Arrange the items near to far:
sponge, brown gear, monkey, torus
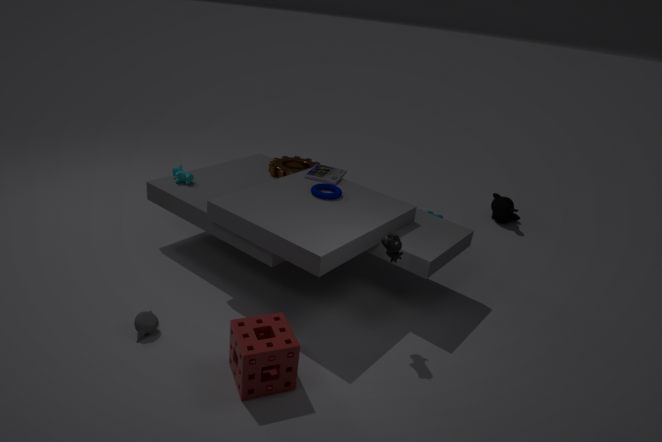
sponge → torus → brown gear → monkey
